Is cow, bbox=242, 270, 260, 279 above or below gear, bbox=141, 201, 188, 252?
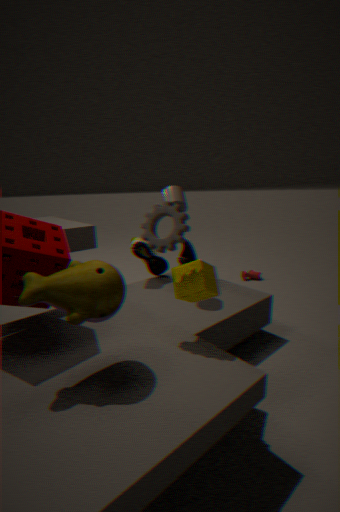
below
